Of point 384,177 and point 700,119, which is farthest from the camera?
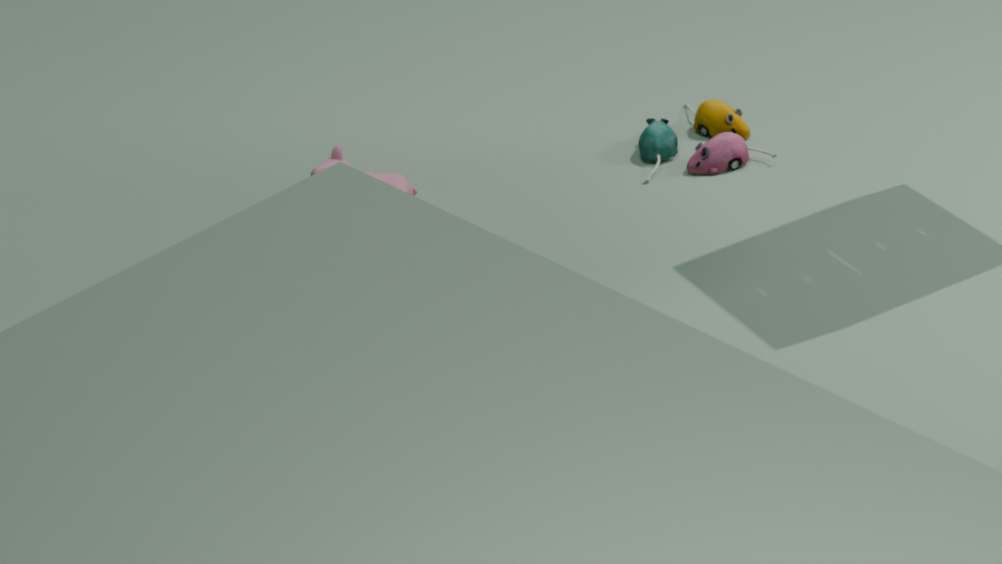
point 700,119
